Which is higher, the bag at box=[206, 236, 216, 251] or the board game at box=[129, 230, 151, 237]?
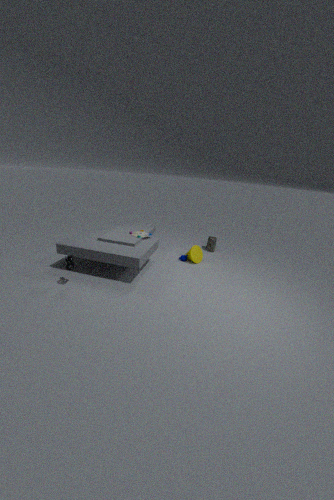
the board game at box=[129, 230, 151, 237]
